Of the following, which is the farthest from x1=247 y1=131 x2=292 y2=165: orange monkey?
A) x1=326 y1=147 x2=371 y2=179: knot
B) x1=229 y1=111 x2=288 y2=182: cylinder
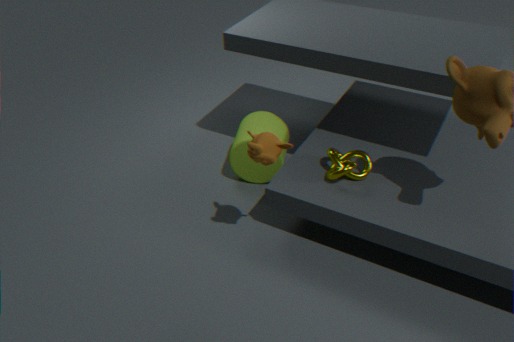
x1=229 y1=111 x2=288 y2=182: cylinder
